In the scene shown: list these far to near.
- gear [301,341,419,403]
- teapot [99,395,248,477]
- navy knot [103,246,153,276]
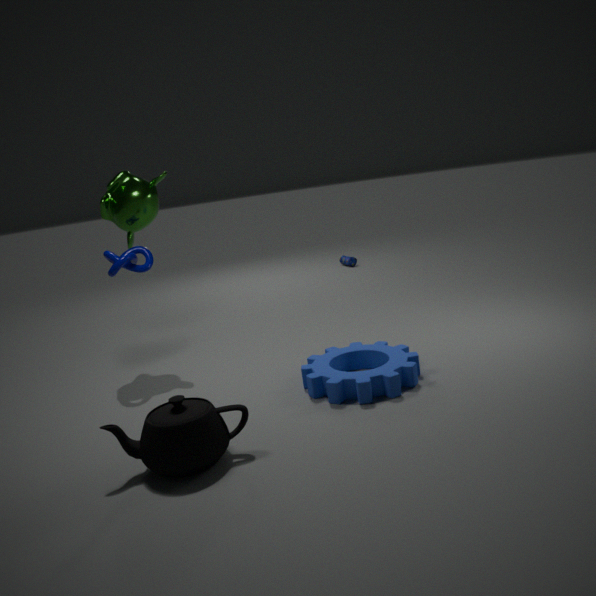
navy knot [103,246,153,276] < gear [301,341,419,403] < teapot [99,395,248,477]
